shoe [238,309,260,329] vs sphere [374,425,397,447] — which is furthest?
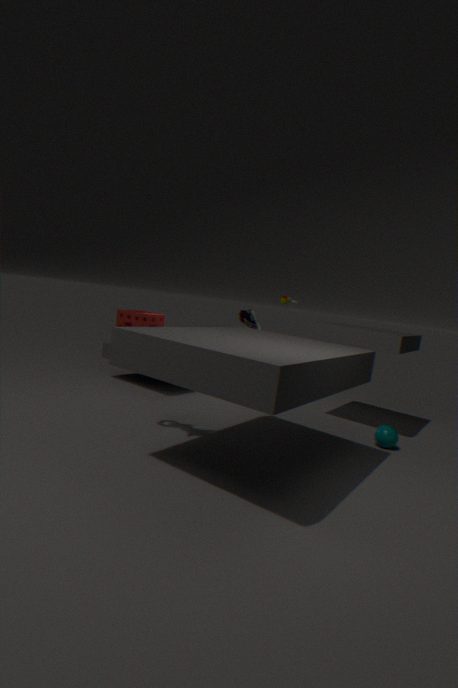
shoe [238,309,260,329]
